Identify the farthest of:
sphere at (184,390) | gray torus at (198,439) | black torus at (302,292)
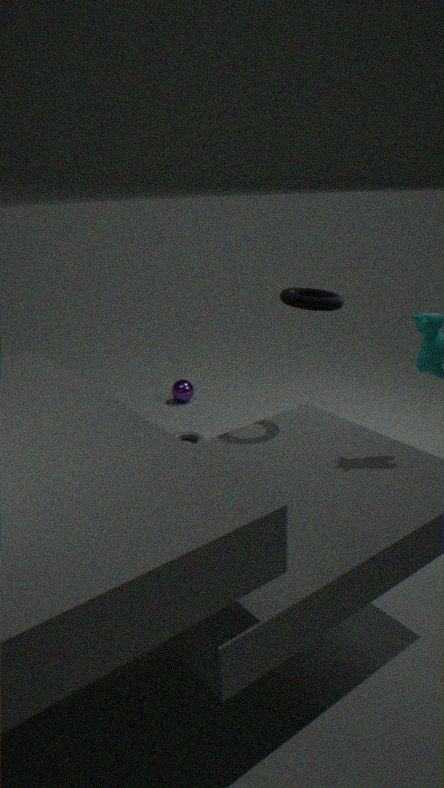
sphere at (184,390)
